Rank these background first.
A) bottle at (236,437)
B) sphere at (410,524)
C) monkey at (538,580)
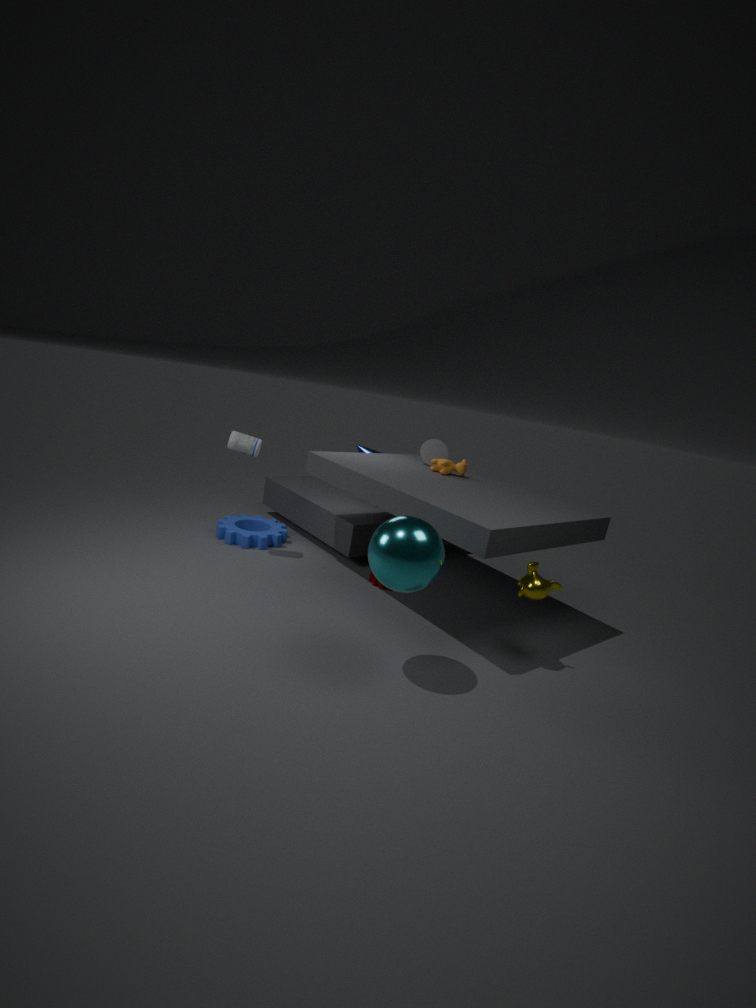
A. bottle at (236,437)
C. monkey at (538,580)
B. sphere at (410,524)
